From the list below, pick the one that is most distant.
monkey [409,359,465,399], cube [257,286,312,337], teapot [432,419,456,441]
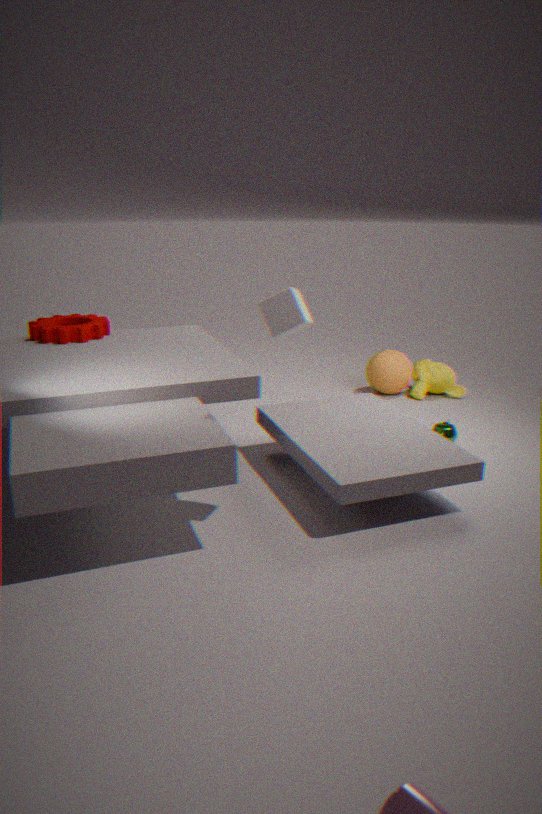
monkey [409,359,465,399]
